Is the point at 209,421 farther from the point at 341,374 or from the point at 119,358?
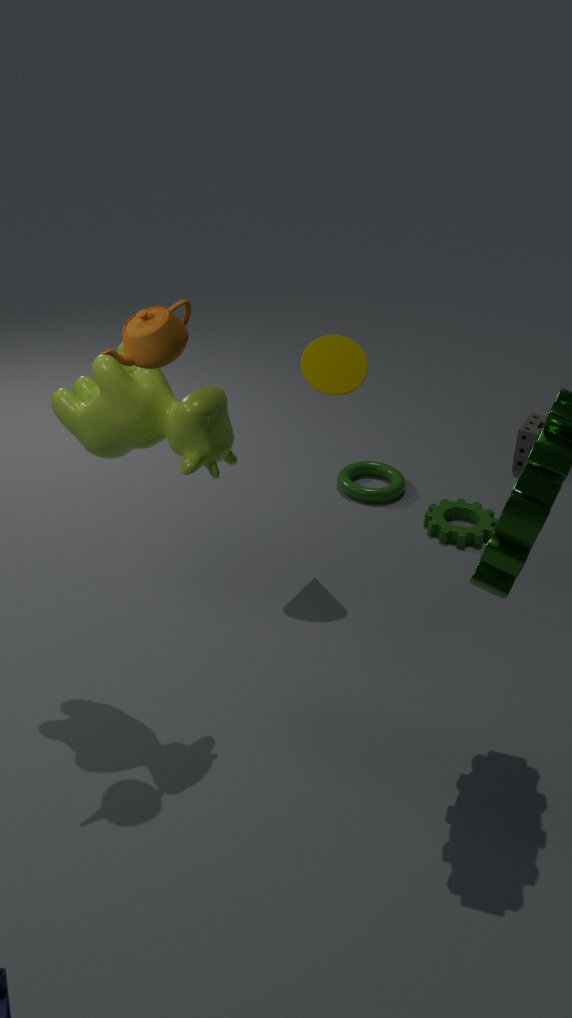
the point at 341,374
